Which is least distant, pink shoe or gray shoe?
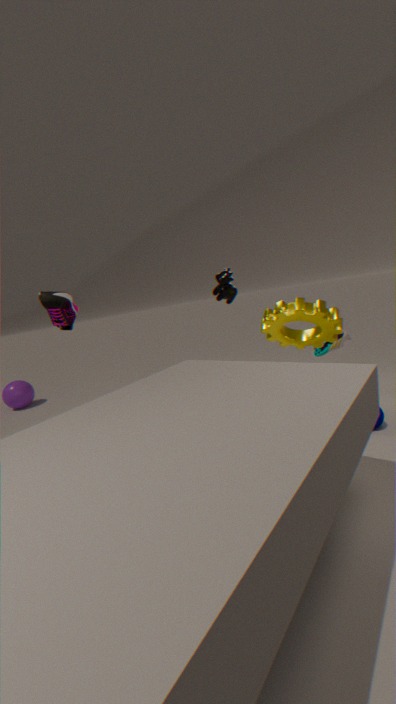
pink shoe
